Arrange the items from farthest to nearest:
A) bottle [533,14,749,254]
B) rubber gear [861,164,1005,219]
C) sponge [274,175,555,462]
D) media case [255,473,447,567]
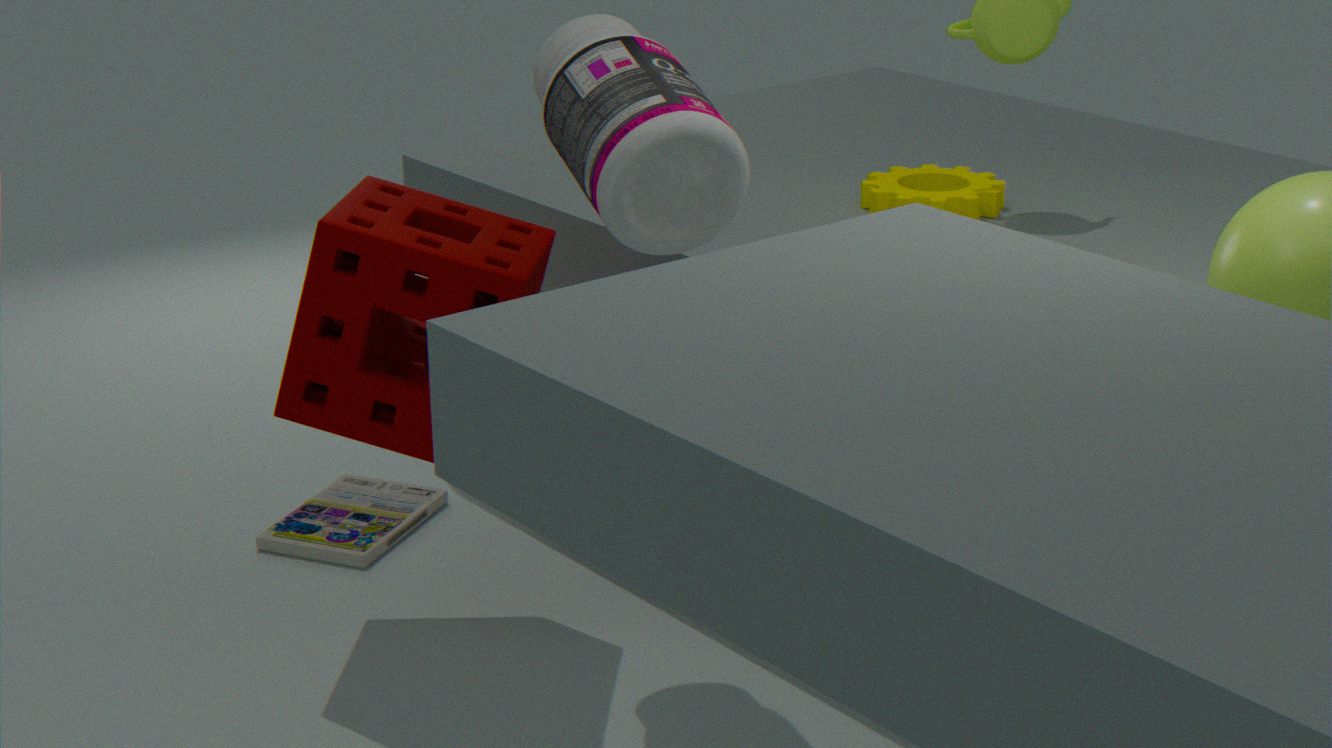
media case [255,473,447,567] < rubber gear [861,164,1005,219] < sponge [274,175,555,462] < bottle [533,14,749,254]
